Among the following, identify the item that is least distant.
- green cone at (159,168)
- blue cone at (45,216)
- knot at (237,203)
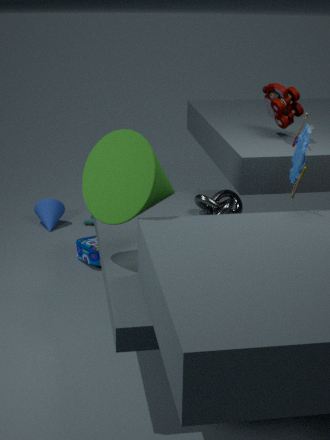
green cone at (159,168)
